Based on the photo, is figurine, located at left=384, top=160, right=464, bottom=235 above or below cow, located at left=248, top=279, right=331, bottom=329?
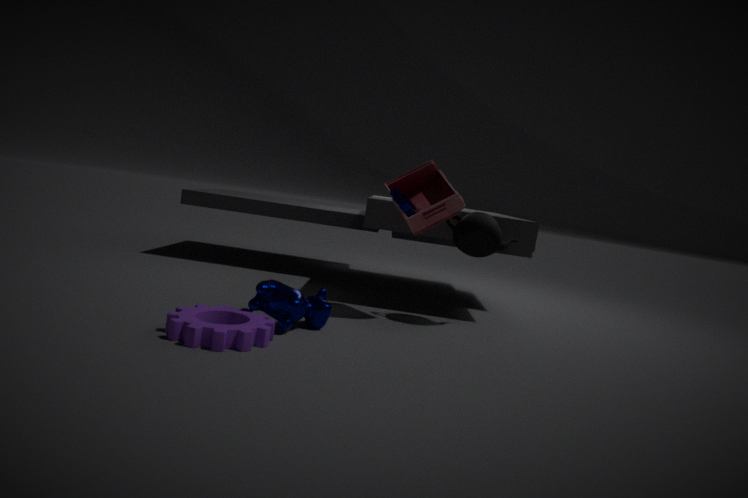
above
